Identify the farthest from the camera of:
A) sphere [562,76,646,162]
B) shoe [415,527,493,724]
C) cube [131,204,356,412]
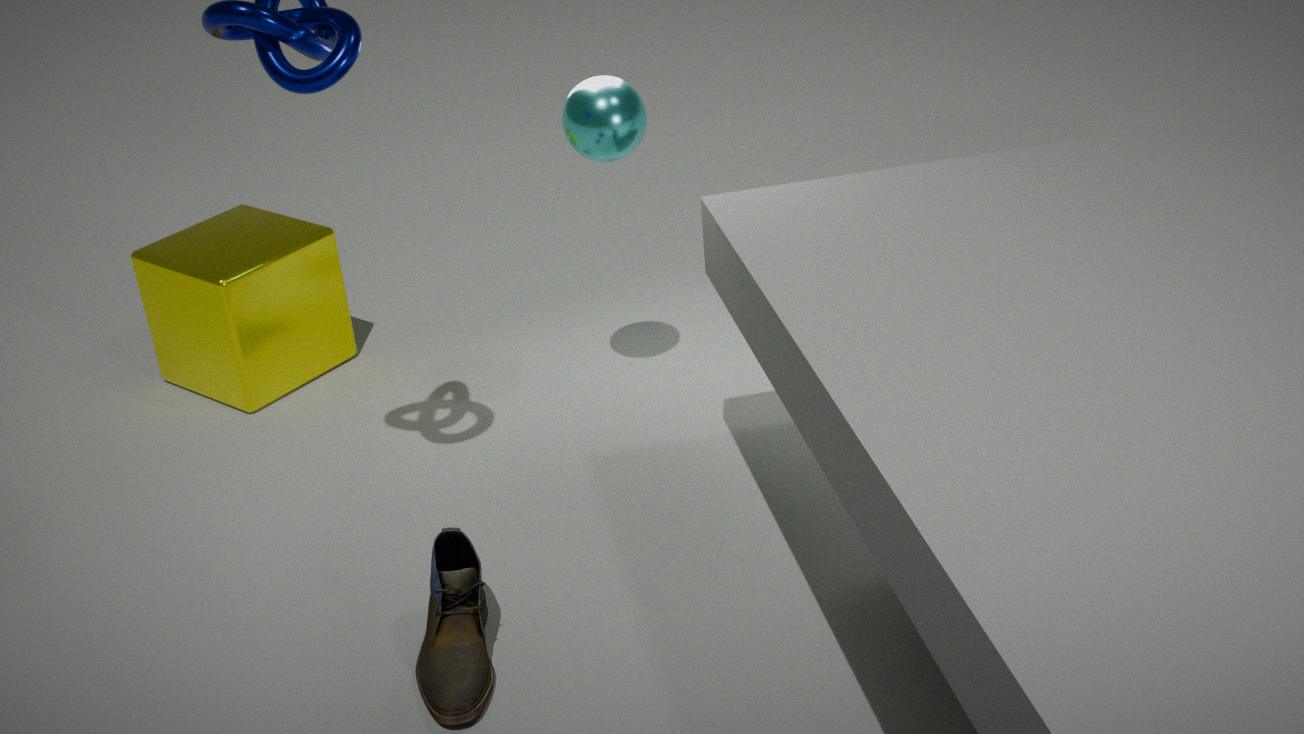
cube [131,204,356,412]
